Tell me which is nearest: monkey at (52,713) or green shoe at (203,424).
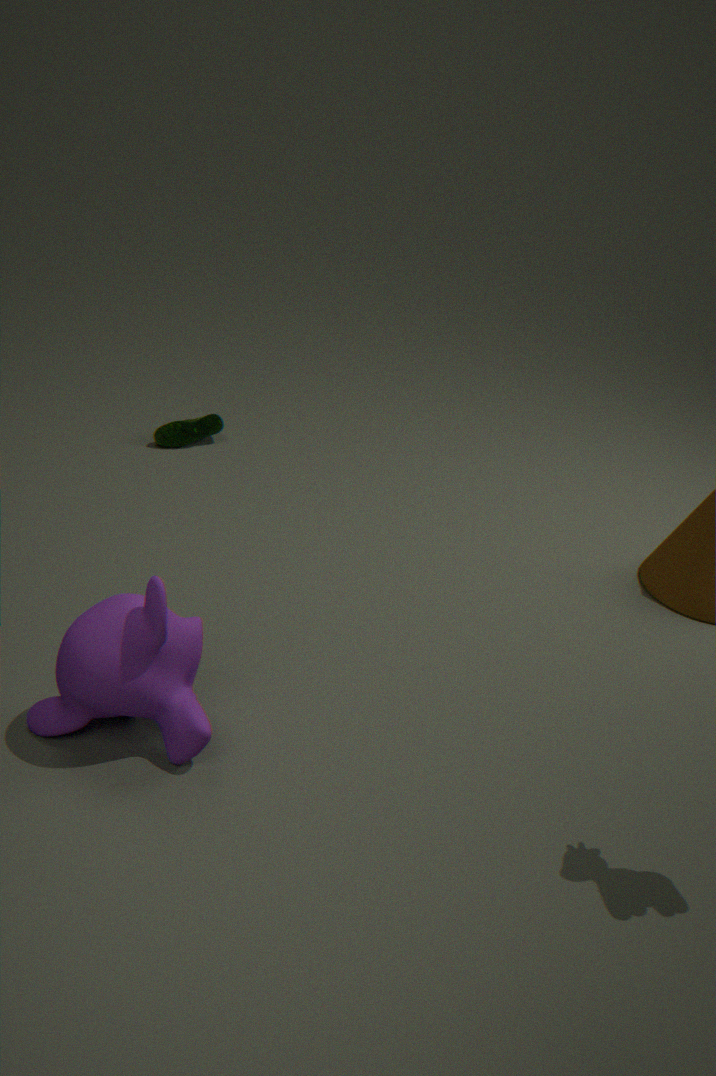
monkey at (52,713)
